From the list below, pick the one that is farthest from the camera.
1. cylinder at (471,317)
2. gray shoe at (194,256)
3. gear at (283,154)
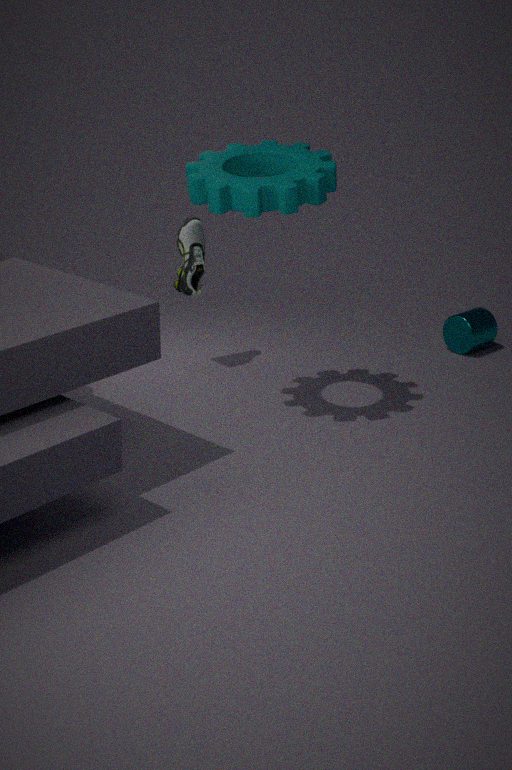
cylinder at (471,317)
